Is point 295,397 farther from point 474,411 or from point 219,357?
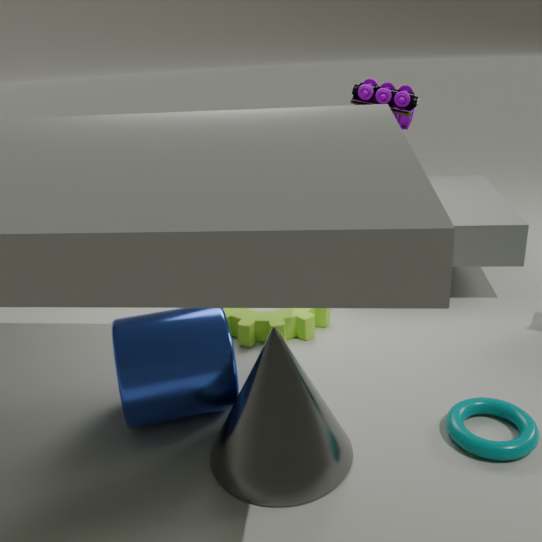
point 474,411
